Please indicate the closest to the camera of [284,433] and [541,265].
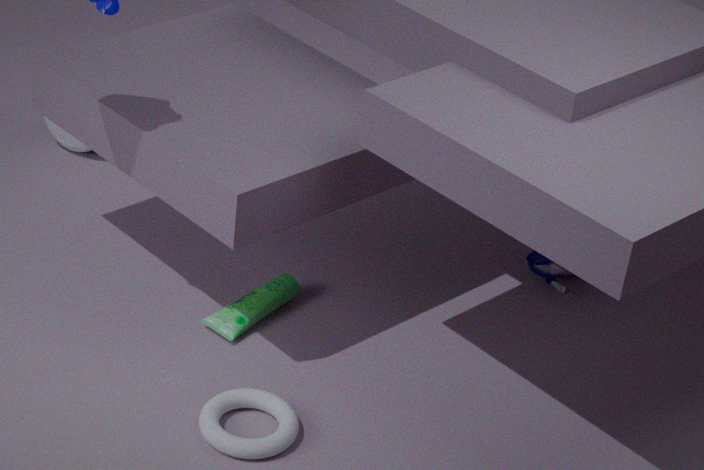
[284,433]
